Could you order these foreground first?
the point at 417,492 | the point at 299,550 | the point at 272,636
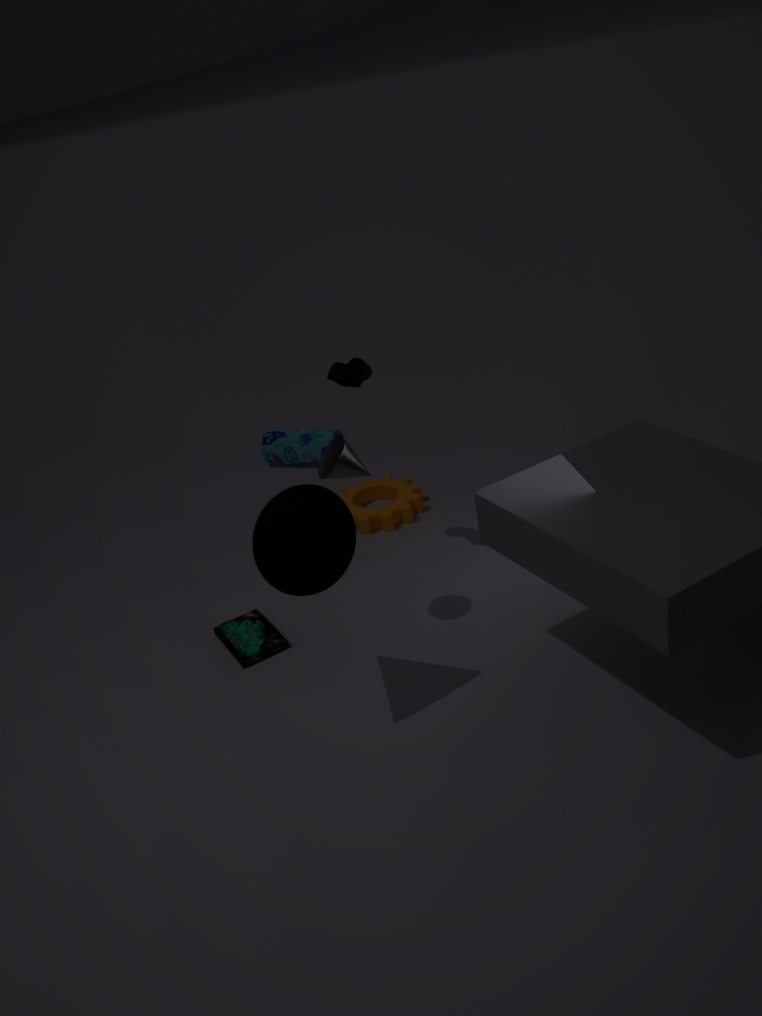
the point at 299,550, the point at 272,636, the point at 417,492
